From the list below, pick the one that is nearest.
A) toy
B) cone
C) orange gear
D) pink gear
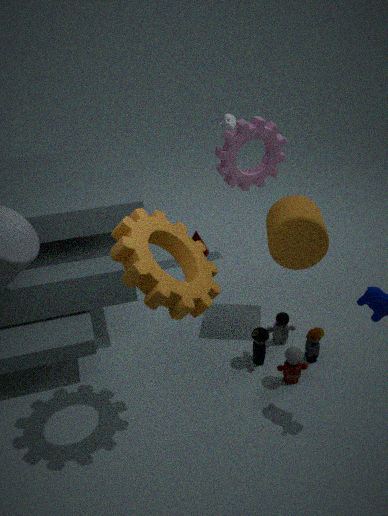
orange gear
